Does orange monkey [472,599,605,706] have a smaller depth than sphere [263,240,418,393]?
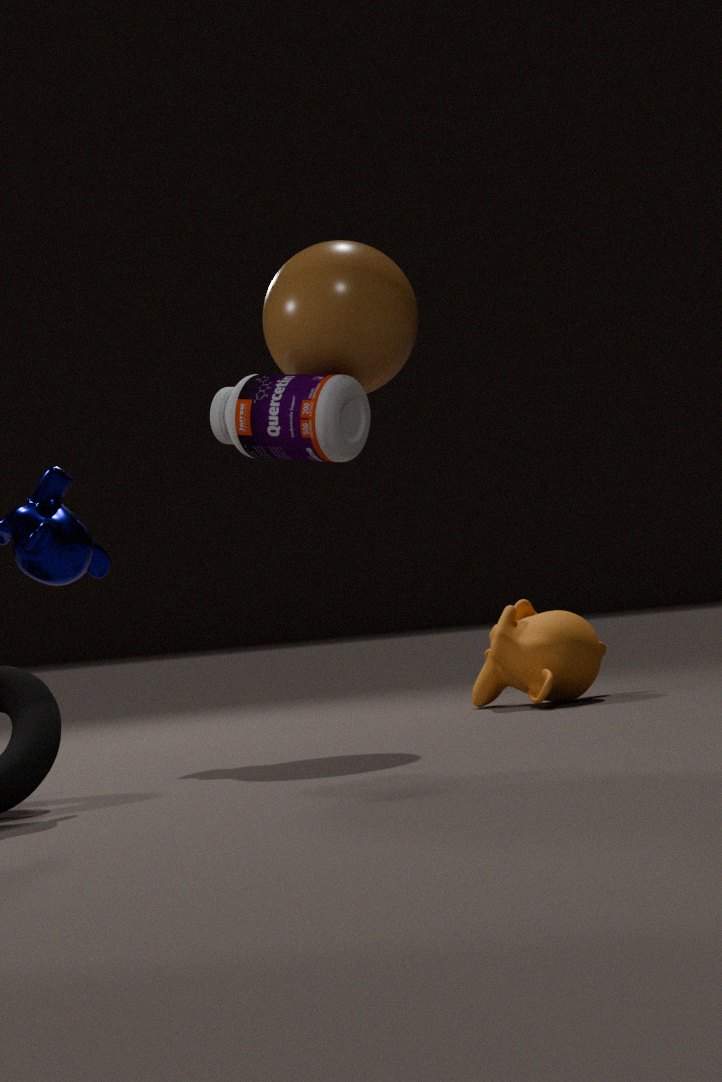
No
